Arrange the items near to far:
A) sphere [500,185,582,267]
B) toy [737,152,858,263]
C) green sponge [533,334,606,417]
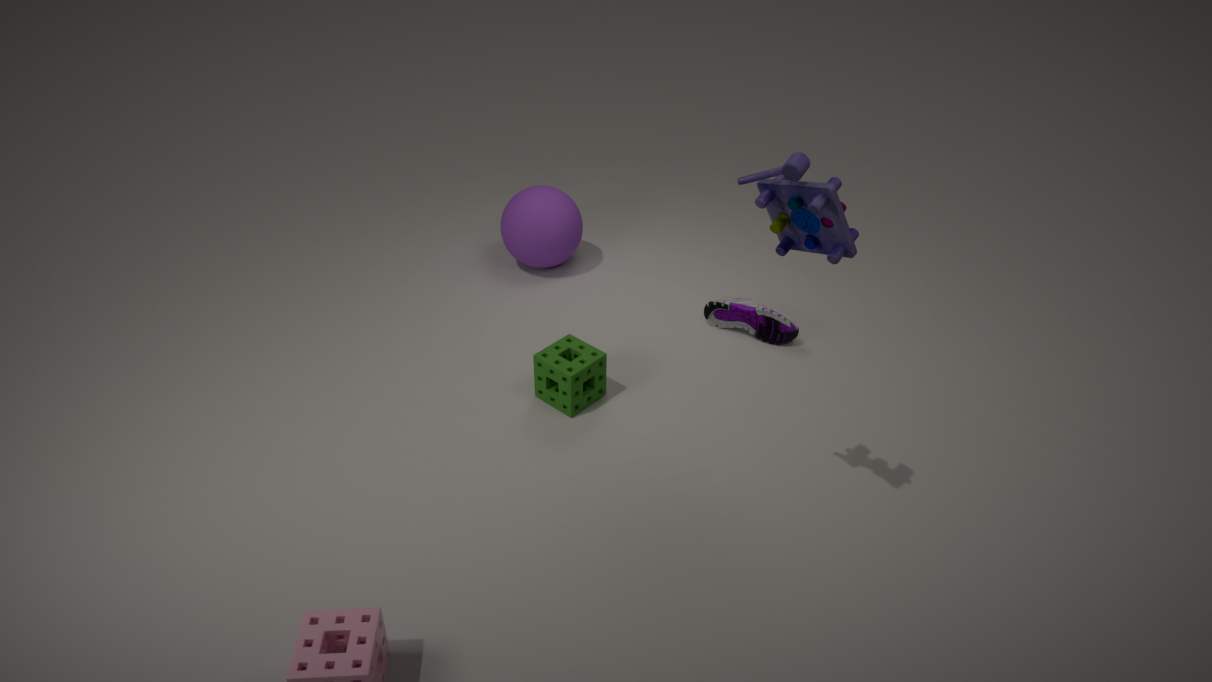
toy [737,152,858,263] → green sponge [533,334,606,417] → sphere [500,185,582,267]
